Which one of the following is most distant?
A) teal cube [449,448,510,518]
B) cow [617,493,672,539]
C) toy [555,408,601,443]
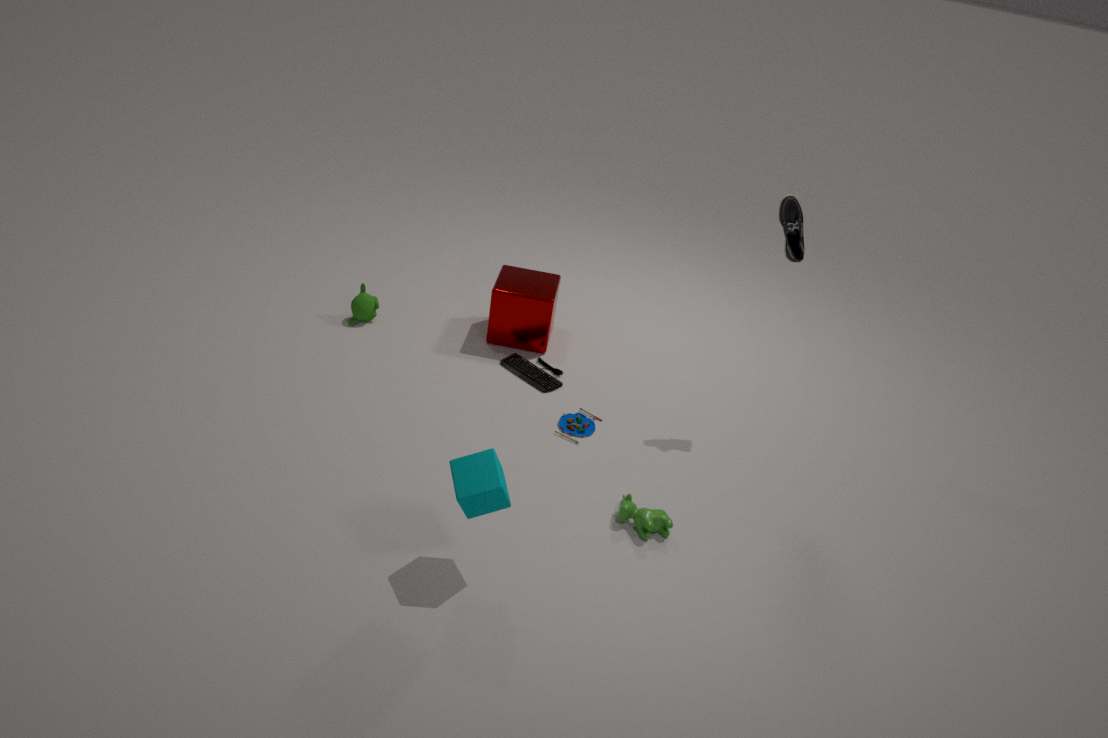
toy [555,408,601,443]
